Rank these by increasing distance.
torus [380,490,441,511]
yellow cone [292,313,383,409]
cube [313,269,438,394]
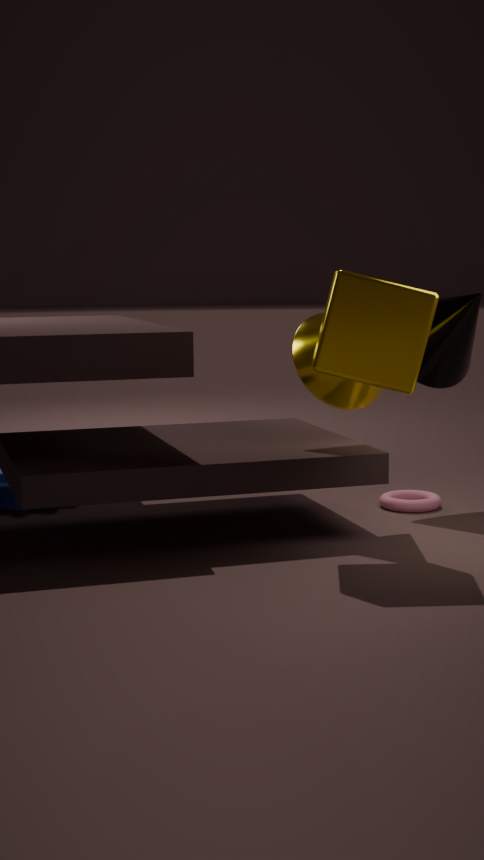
1. cube [313,269,438,394]
2. yellow cone [292,313,383,409]
3. torus [380,490,441,511]
